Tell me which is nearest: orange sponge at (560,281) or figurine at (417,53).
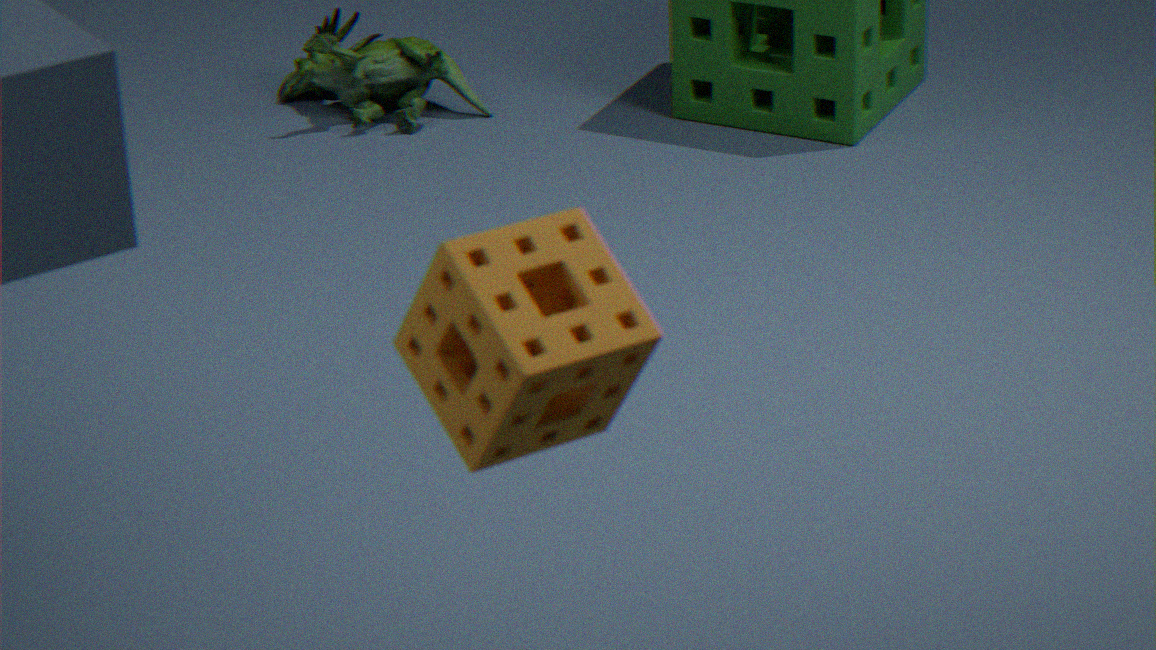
orange sponge at (560,281)
